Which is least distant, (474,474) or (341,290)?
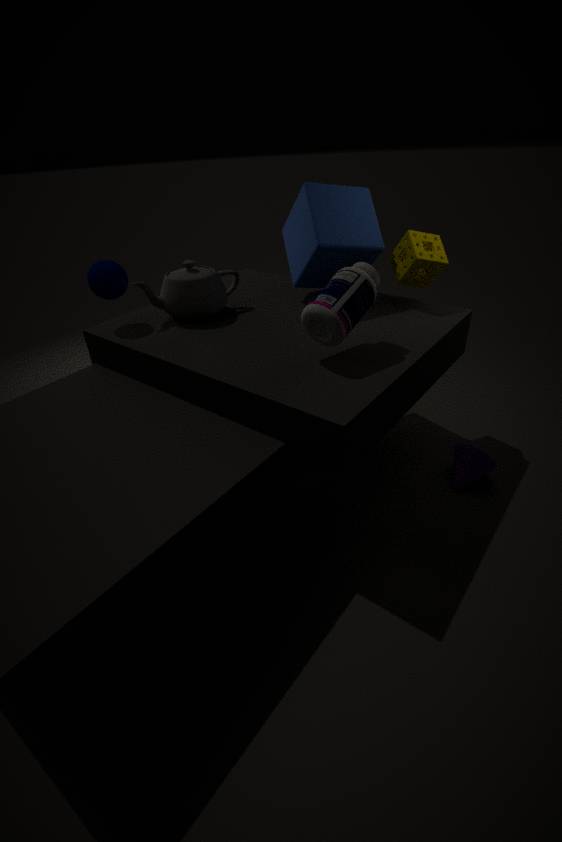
(341,290)
